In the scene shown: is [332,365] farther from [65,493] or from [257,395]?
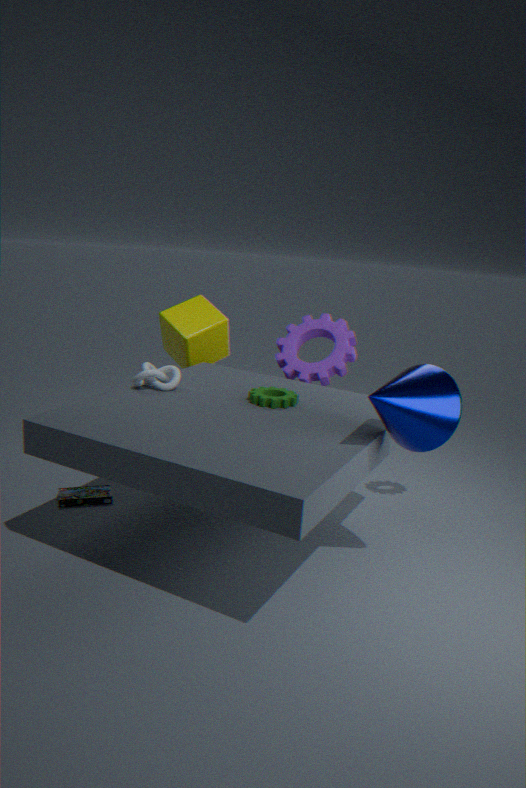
[65,493]
